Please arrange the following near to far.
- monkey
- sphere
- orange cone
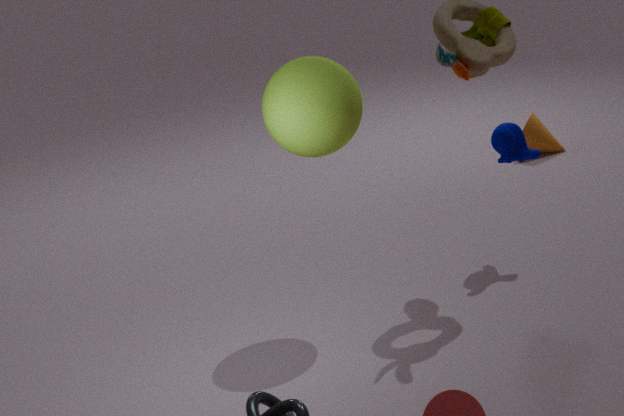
1. sphere
2. monkey
3. orange cone
